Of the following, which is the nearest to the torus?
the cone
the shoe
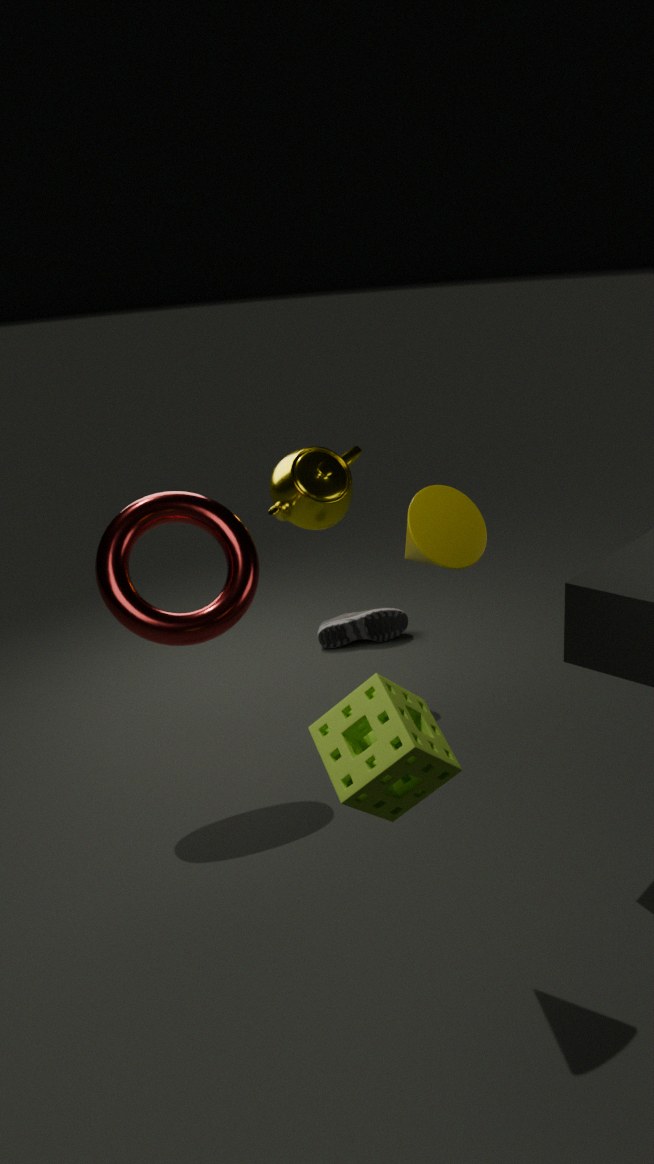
the cone
